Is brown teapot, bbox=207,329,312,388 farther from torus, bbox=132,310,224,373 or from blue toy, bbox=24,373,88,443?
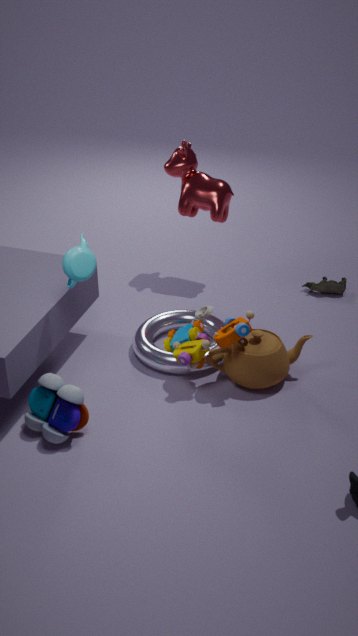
blue toy, bbox=24,373,88,443
